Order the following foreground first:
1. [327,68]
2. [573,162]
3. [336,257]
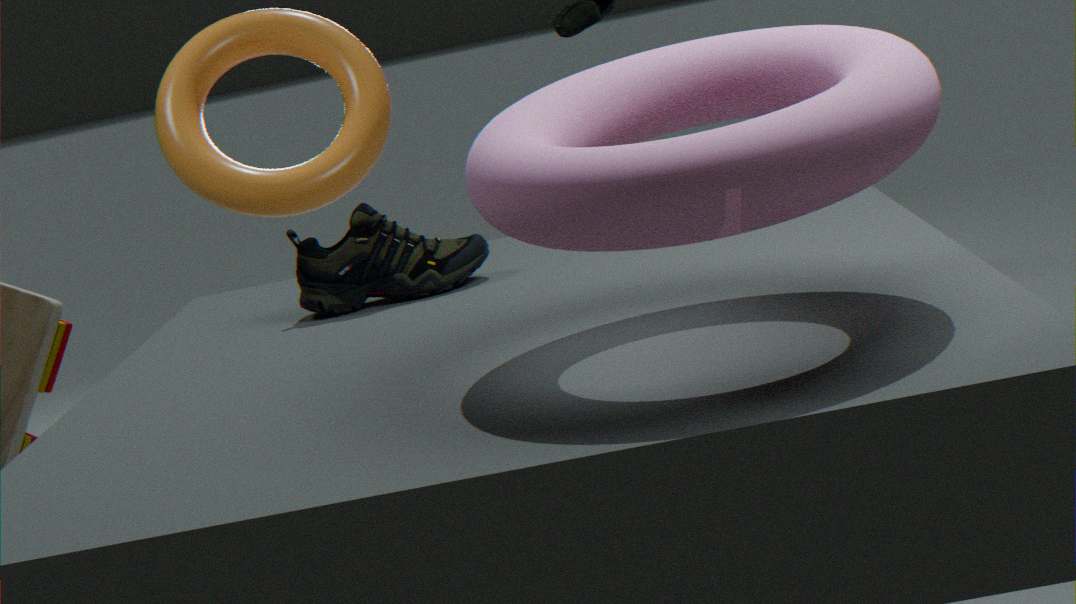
1. [573,162]
2. [336,257]
3. [327,68]
